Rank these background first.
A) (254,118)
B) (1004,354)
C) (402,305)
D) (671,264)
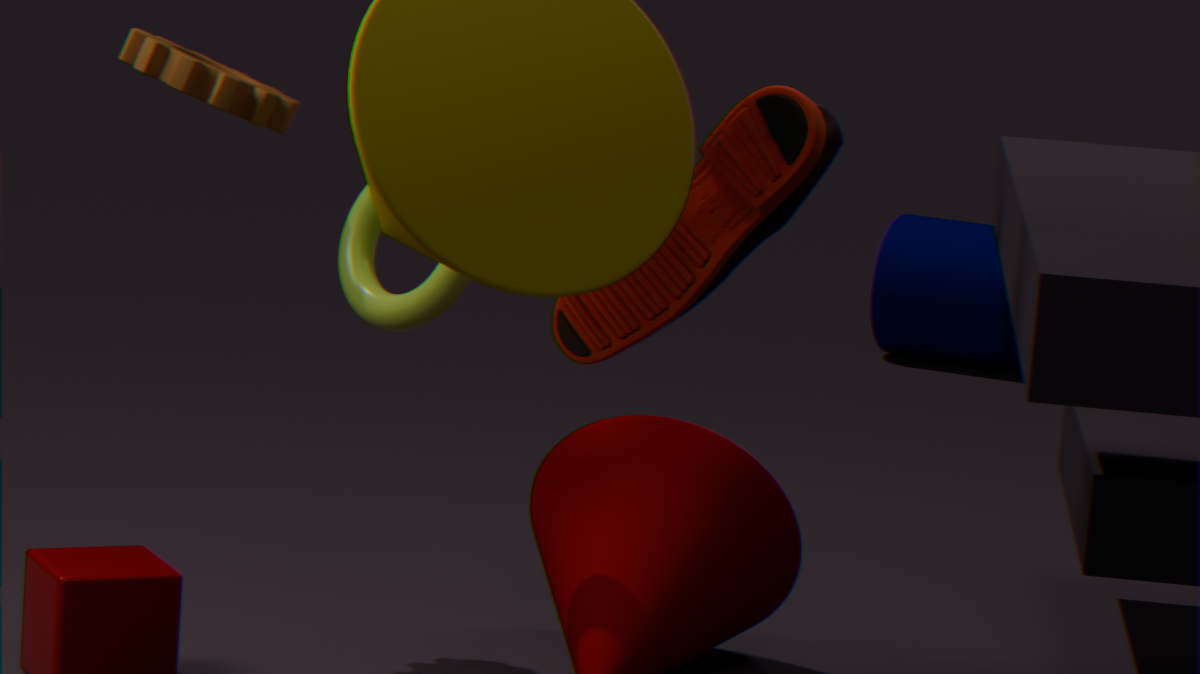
(1004,354)
(254,118)
(402,305)
(671,264)
